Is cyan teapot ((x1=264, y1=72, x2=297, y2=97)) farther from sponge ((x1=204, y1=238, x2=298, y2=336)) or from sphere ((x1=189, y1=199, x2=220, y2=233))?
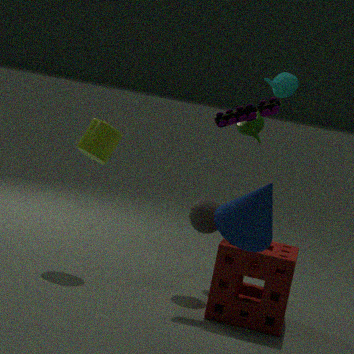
sponge ((x1=204, y1=238, x2=298, y2=336))
